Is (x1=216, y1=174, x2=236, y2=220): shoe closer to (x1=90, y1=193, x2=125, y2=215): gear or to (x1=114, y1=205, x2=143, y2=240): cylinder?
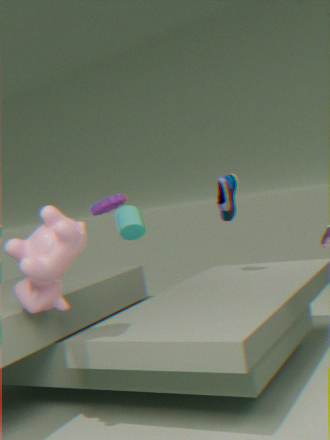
(x1=114, y1=205, x2=143, y2=240): cylinder
